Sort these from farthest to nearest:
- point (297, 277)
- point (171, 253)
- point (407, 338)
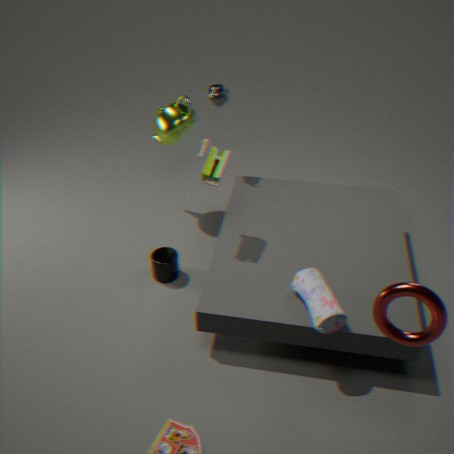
point (171, 253)
point (297, 277)
point (407, 338)
